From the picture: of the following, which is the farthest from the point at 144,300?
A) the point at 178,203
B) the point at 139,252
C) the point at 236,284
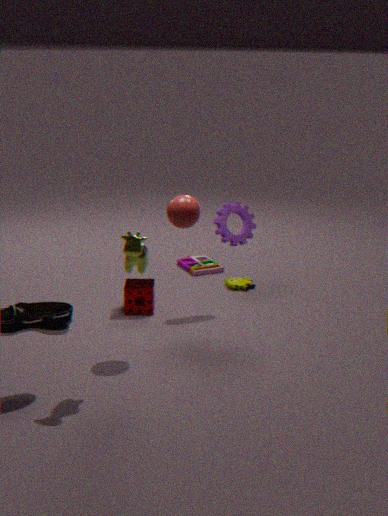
the point at 139,252
